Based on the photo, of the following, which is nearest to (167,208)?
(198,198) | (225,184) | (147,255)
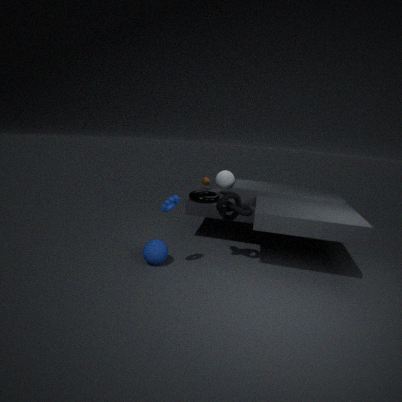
(147,255)
